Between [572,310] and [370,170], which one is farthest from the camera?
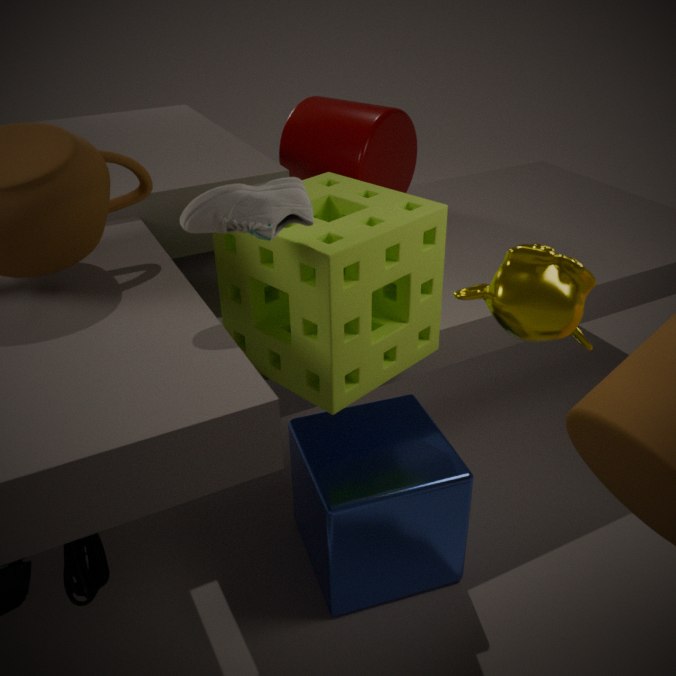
[370,170]
